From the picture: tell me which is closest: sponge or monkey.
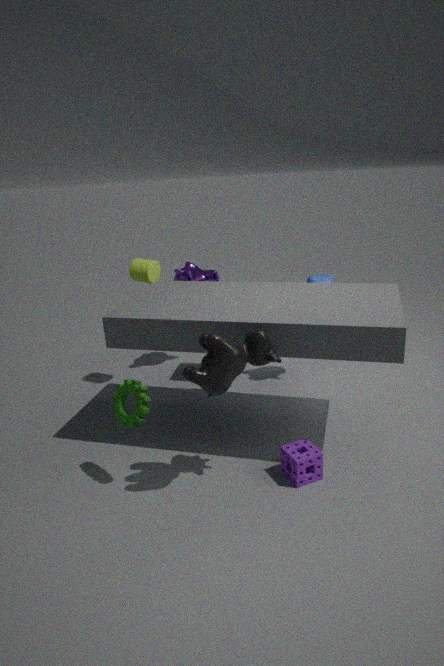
sponge
